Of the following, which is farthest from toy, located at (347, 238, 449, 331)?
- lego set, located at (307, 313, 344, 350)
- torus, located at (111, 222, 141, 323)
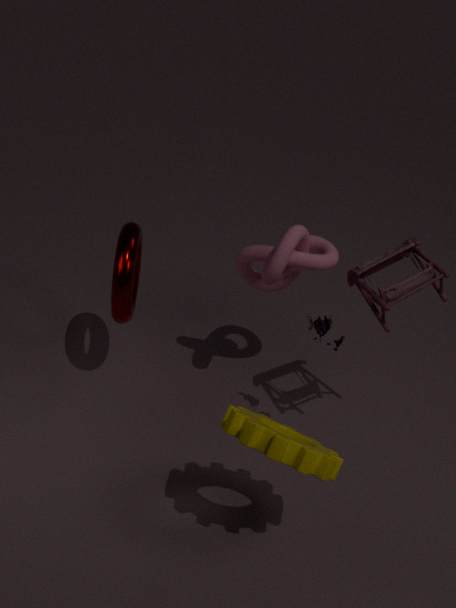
torus, located at (111, 222, 141, 323)
